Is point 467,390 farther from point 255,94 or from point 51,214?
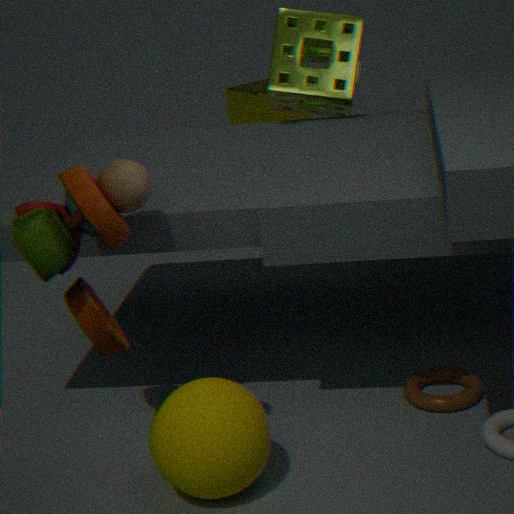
point 255,94
